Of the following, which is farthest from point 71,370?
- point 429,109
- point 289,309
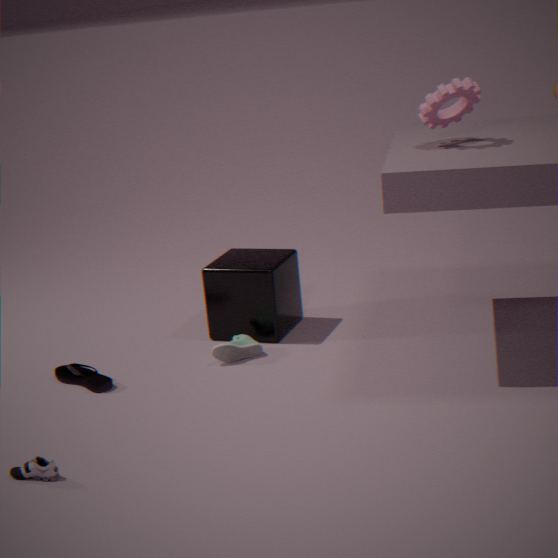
point 429,109
